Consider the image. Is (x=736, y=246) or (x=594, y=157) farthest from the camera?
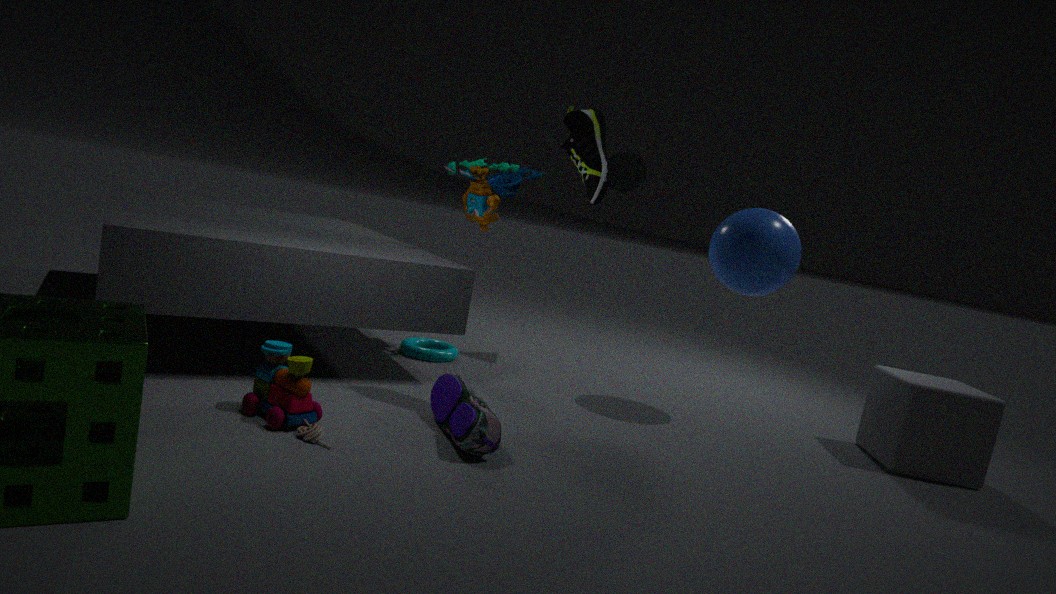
(x=736, y=246)
